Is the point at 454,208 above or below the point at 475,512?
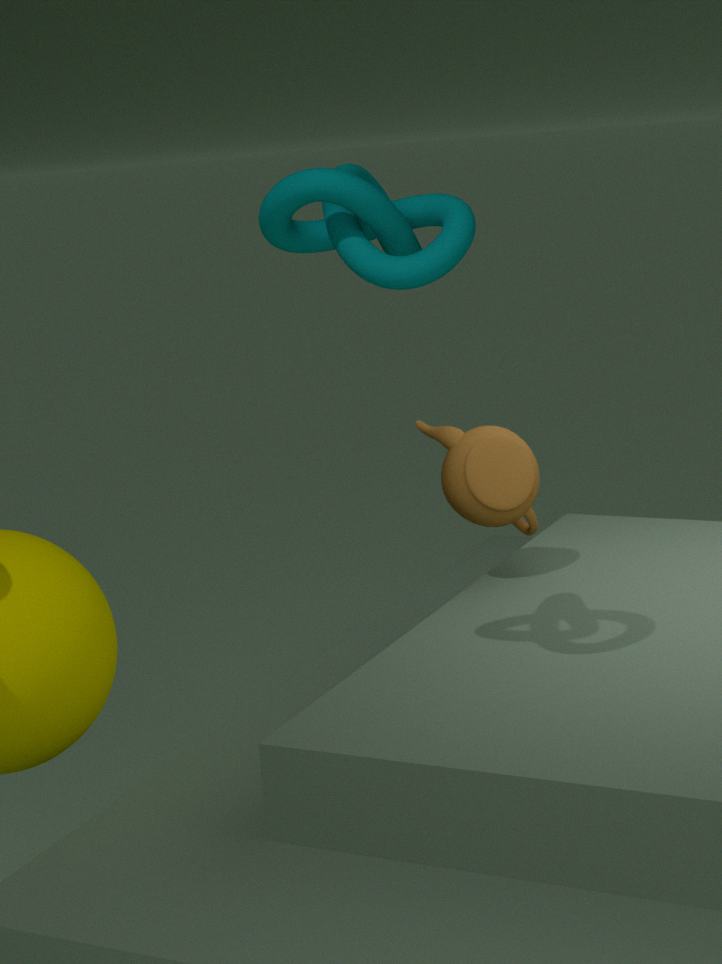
above
